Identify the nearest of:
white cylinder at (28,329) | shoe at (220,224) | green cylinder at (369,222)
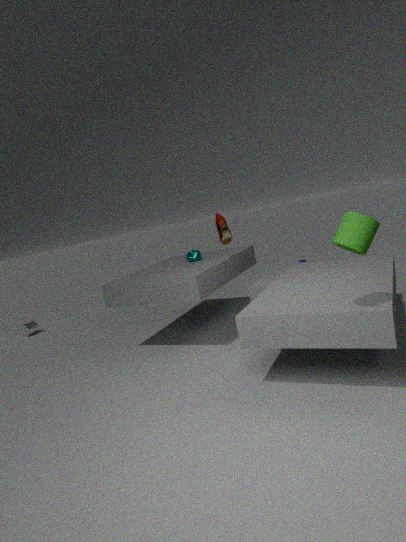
green cylinder at (369,222)
